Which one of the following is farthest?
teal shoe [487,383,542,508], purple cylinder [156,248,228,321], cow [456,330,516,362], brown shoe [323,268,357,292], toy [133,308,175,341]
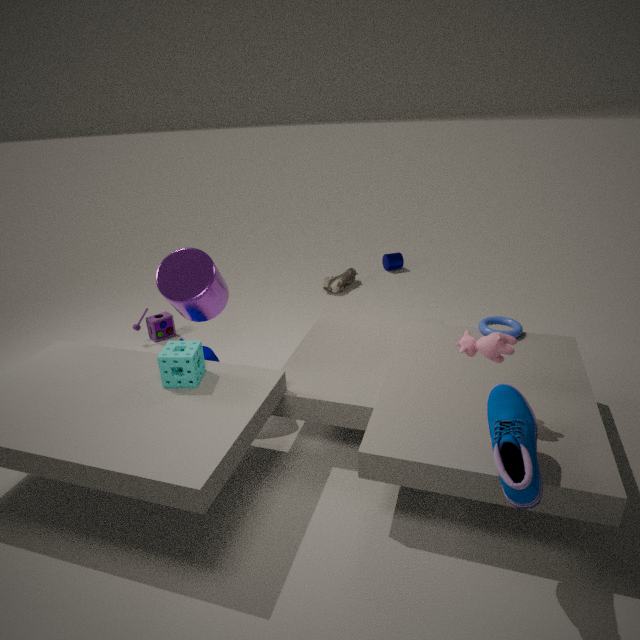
brown shoe [323,268,357,292]
